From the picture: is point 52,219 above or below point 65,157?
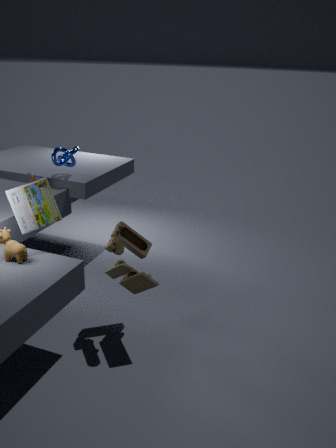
below
